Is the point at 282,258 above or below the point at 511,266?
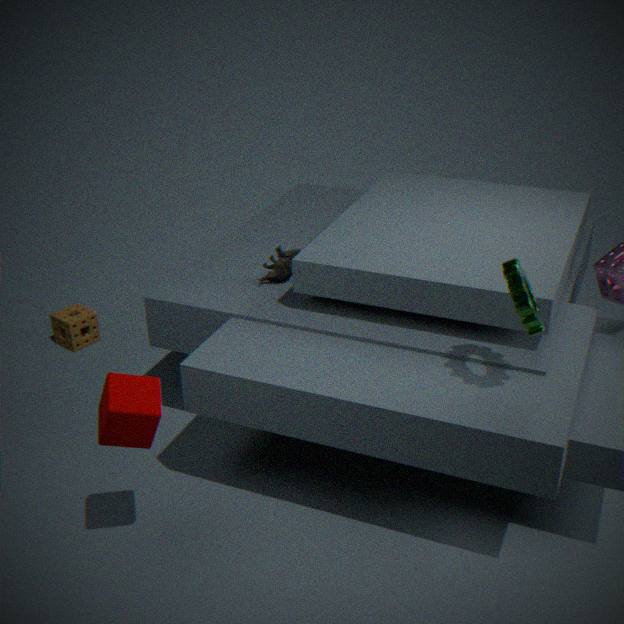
below
